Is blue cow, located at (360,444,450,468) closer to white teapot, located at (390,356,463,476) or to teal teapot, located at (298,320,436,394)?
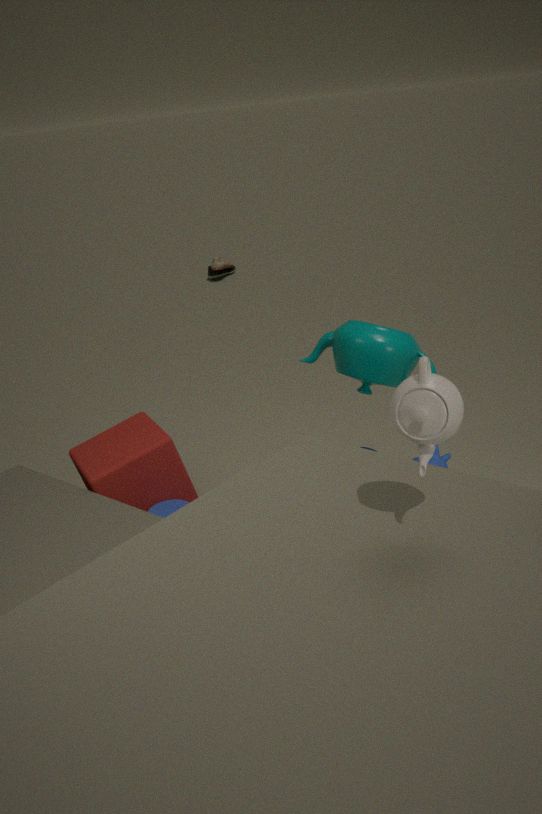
teal teapot, located at (298,320,436,394)
